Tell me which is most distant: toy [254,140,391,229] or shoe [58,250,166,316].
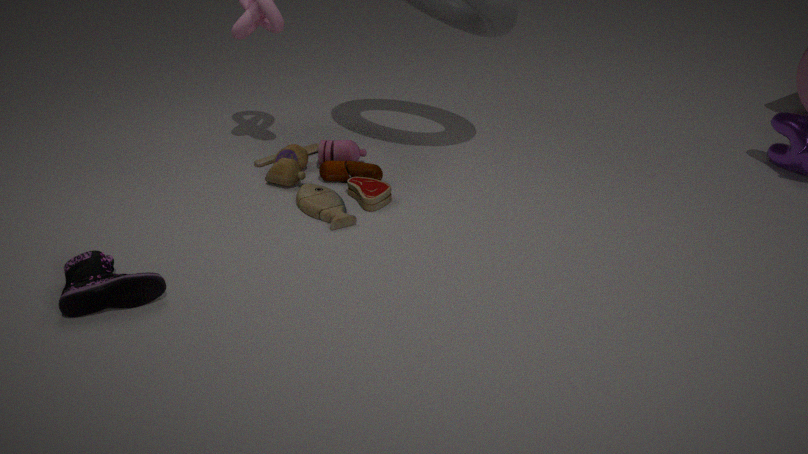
toy [254,140,391,229]
